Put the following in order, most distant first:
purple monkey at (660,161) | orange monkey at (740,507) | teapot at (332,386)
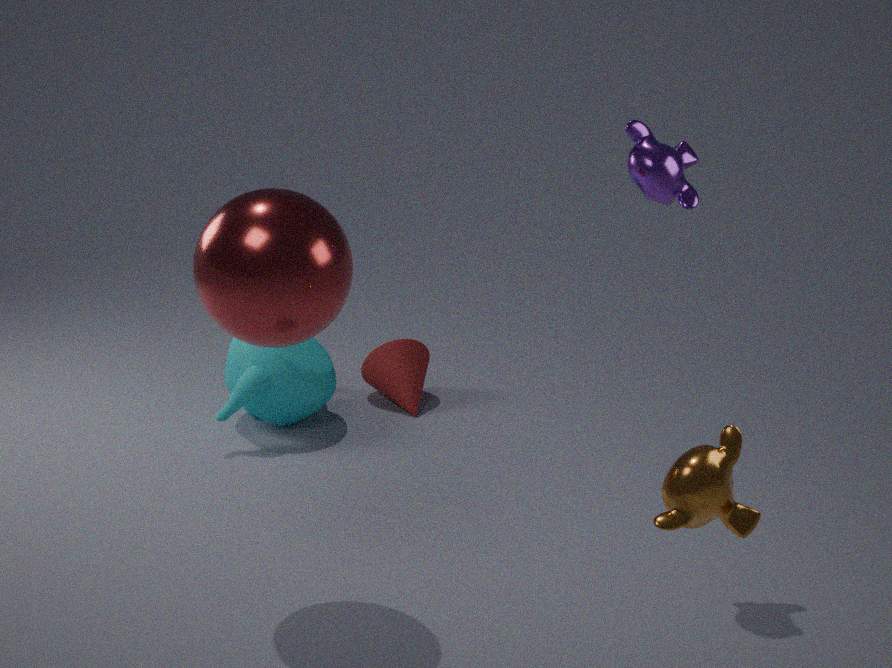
1. teapot at (332,386)
2. purple monkey at (660,161)
3. orange monkey at (740,507)
